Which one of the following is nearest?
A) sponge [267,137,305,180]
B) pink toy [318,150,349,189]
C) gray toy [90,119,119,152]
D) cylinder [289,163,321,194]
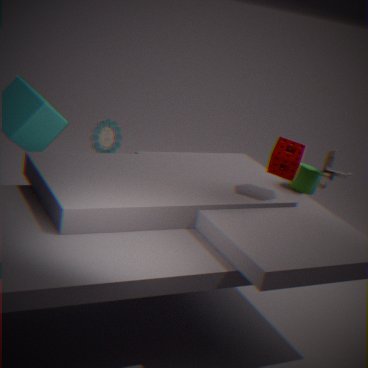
sponge [267,137,305,180]
